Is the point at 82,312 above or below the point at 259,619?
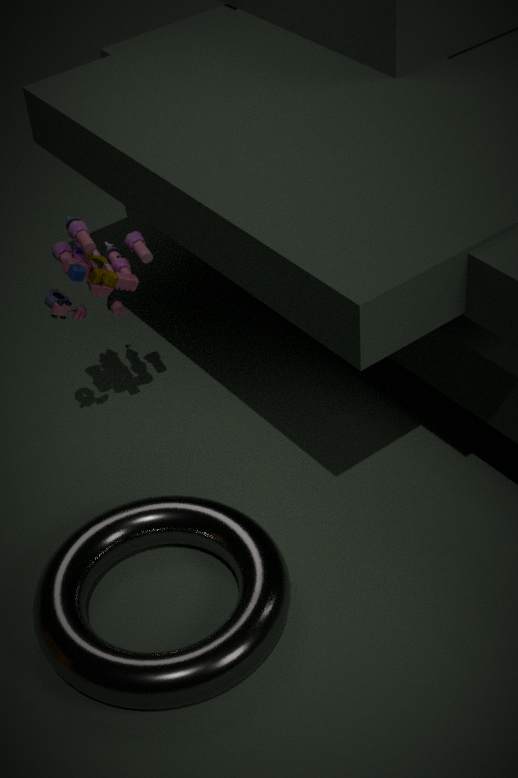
above
